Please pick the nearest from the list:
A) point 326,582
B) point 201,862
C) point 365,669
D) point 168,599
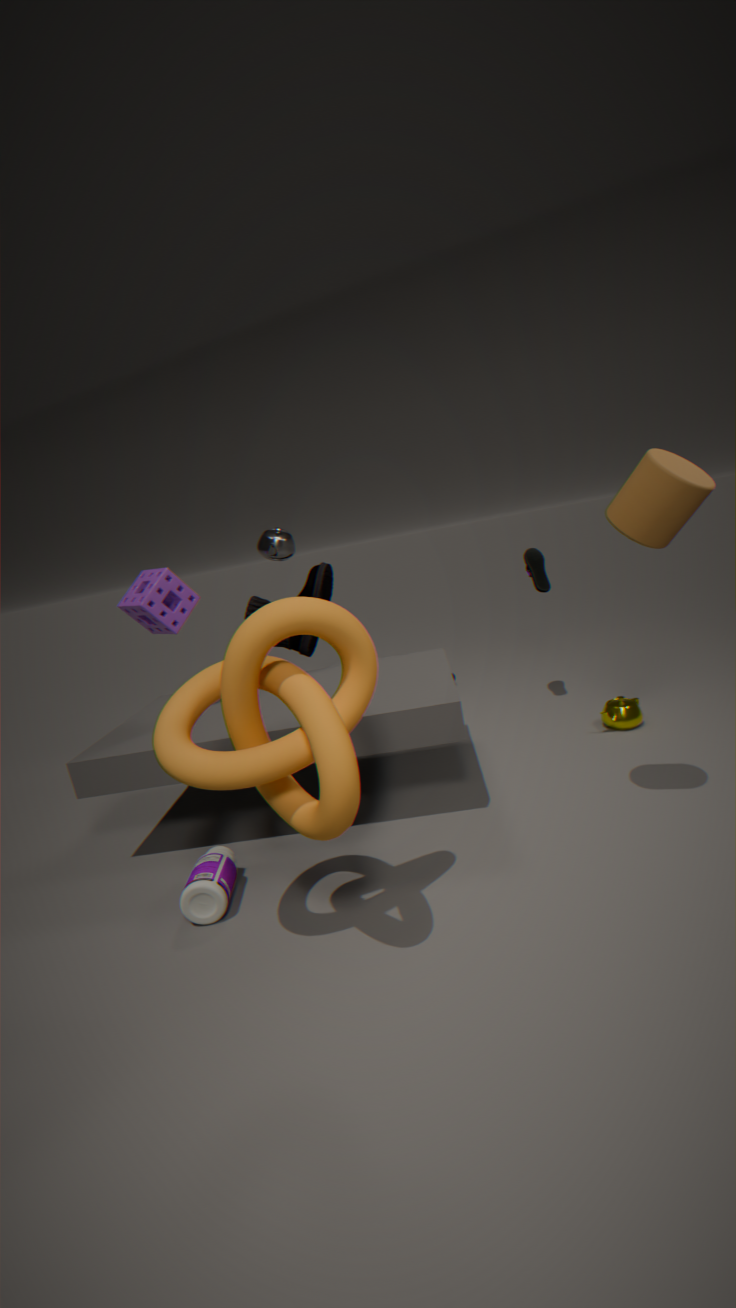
C. point 365,669
